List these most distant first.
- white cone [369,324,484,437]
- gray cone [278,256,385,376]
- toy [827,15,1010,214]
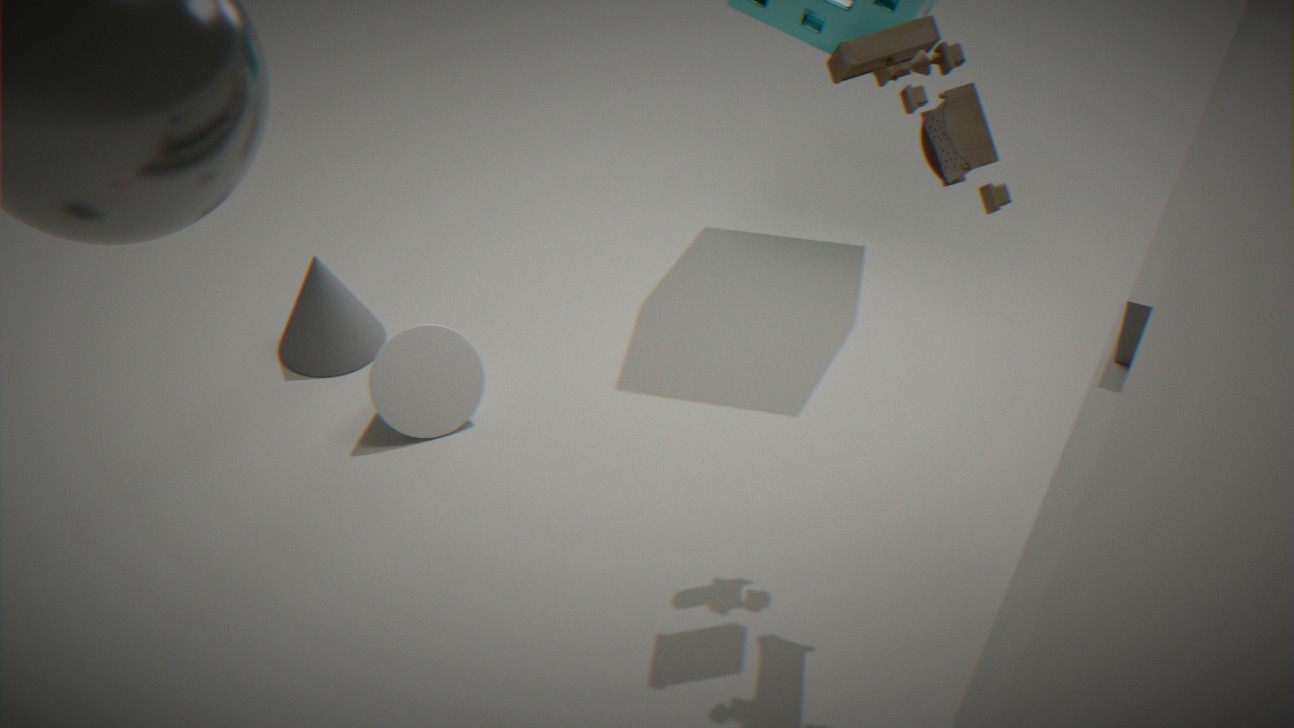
gray cone [278,256,385,376] → white cone [369,324,484,437] → toy [827,15,1010,214]
